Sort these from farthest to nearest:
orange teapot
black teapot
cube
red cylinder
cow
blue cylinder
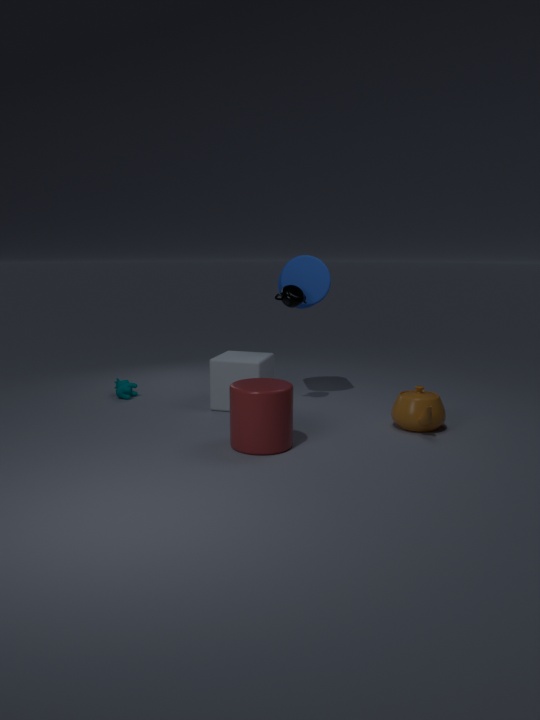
cow → blue cylinder → black teapot → cube → orange teapot → red cylinder
